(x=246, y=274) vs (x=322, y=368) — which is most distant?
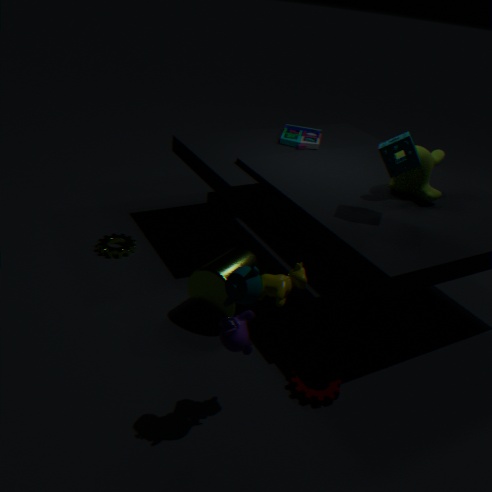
(x=322, y=368)
